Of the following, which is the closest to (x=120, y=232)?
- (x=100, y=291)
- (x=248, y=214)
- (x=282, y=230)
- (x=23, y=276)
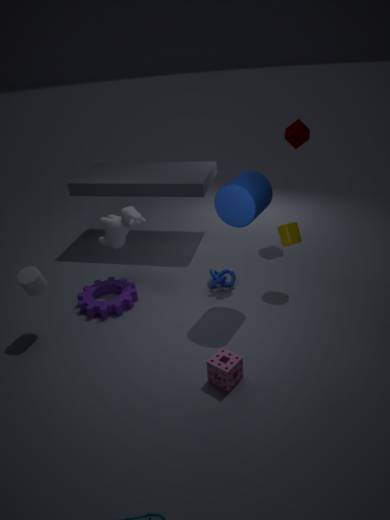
(x=100, y=291)
